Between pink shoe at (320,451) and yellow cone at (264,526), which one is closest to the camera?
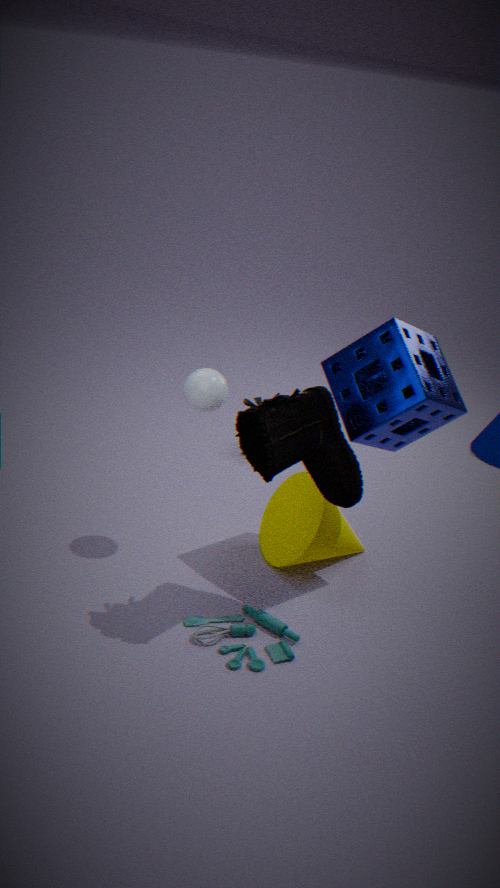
pink shoe at (320,451)
